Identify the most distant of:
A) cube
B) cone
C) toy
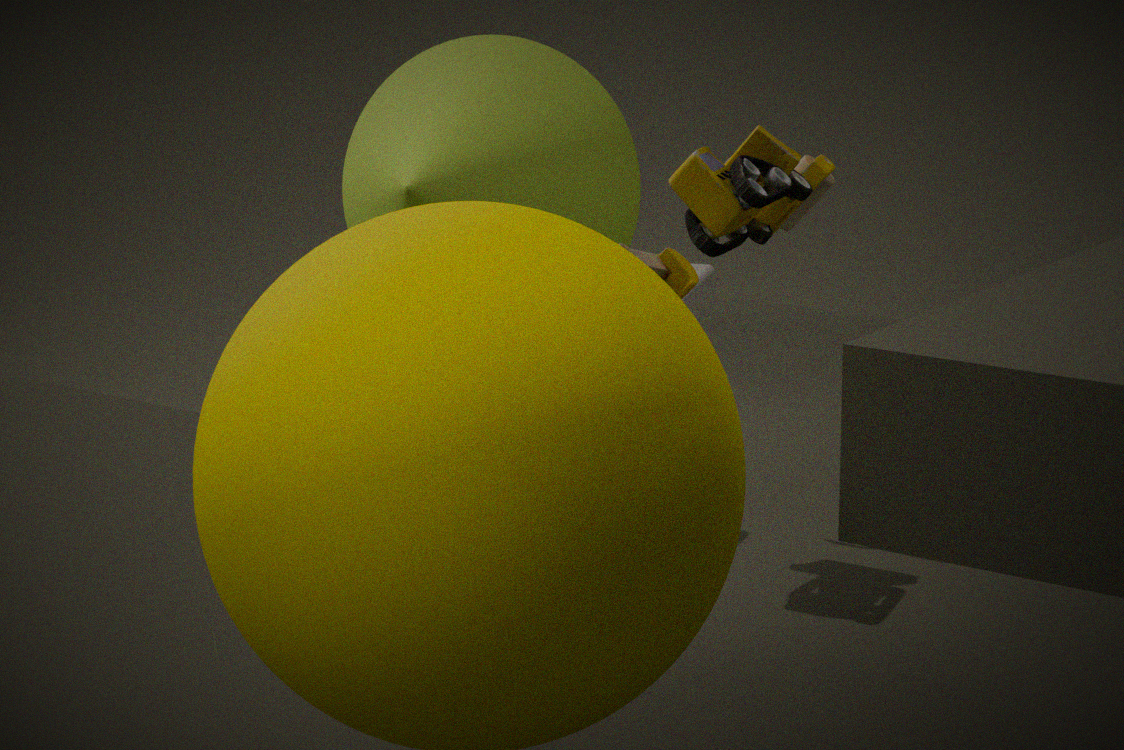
cube
